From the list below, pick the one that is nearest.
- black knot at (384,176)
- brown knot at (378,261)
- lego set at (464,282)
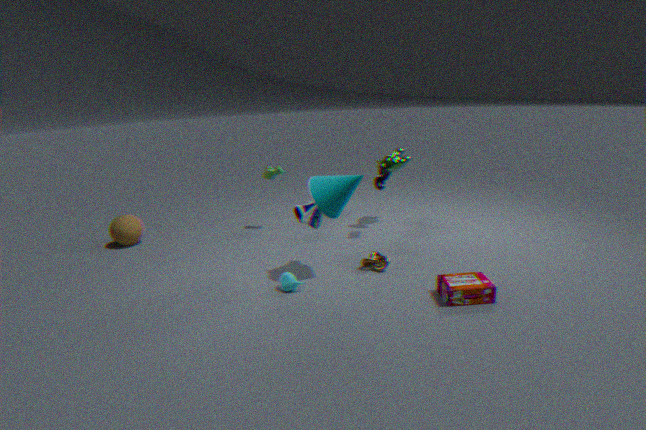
lego set at (464,282)
